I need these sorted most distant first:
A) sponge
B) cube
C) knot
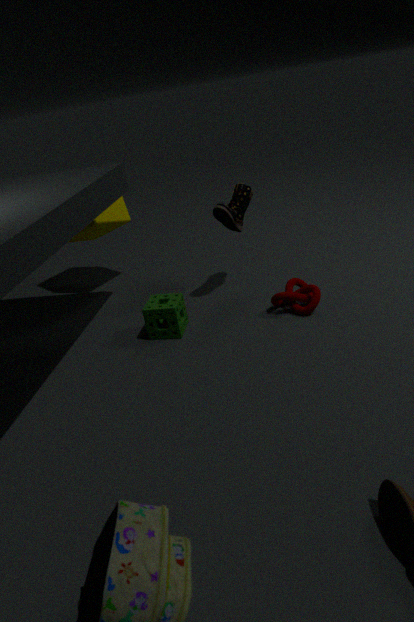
1. cube
2. knot
3. sponge
